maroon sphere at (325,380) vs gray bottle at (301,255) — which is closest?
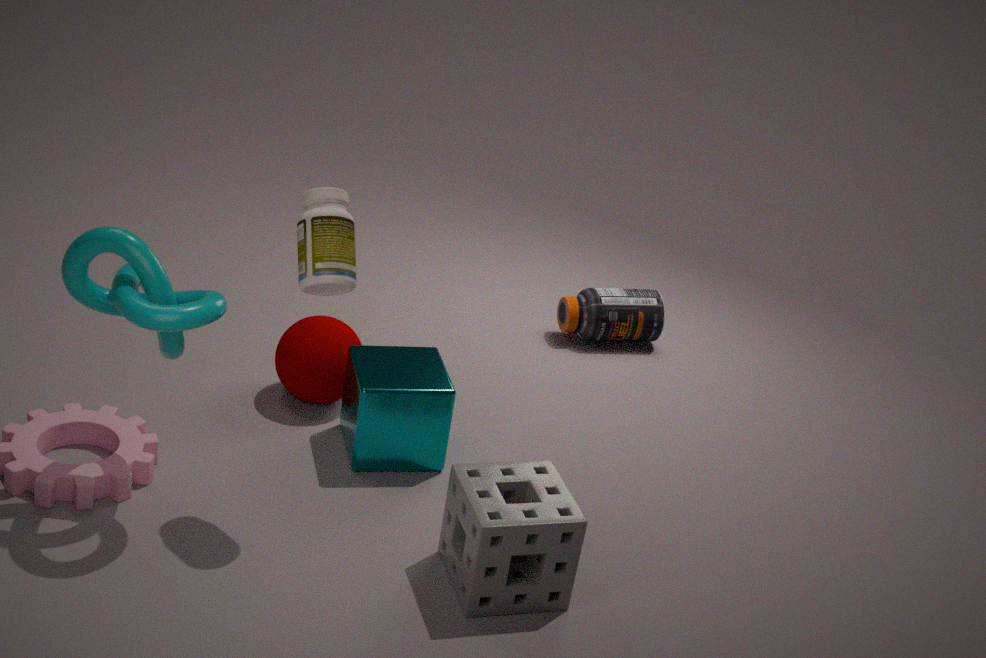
gray bottle at (301,255)
